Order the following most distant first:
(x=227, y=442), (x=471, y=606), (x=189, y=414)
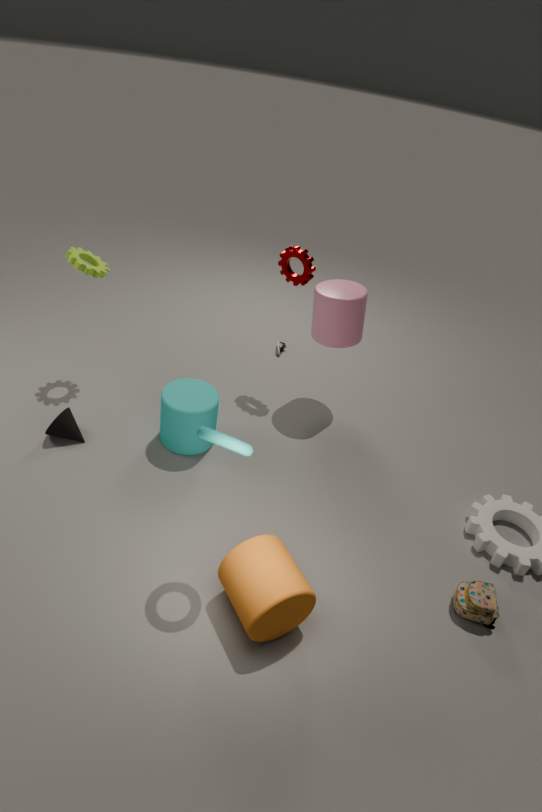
(x=189, y=414) < (x=471, y=606) < (x=227, y=442)
